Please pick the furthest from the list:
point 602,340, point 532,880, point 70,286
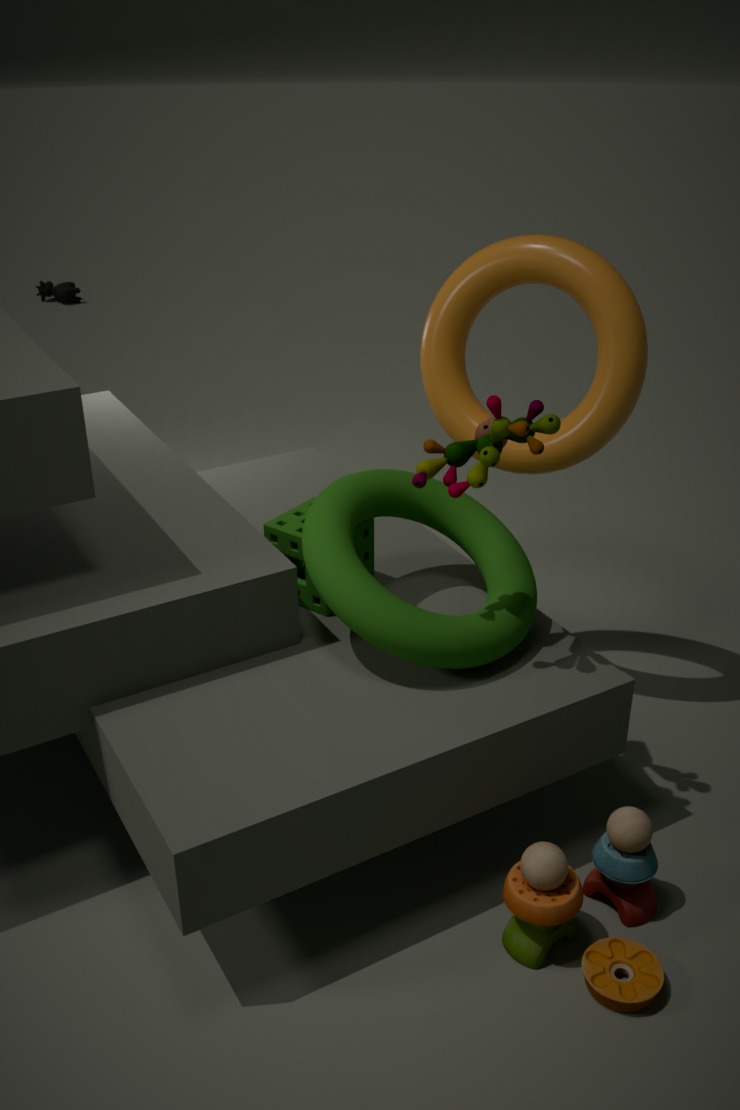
point 70,286
